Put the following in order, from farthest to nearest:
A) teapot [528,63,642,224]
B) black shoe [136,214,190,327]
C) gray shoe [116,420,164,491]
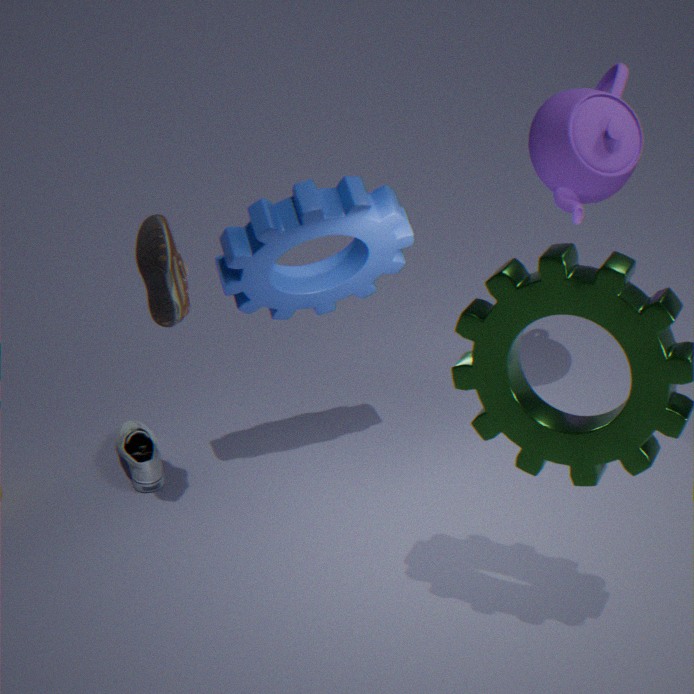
gray shoe [116,420,164,491] < teapot [528,63,642,224] < black shoe [136,214,190,327]
